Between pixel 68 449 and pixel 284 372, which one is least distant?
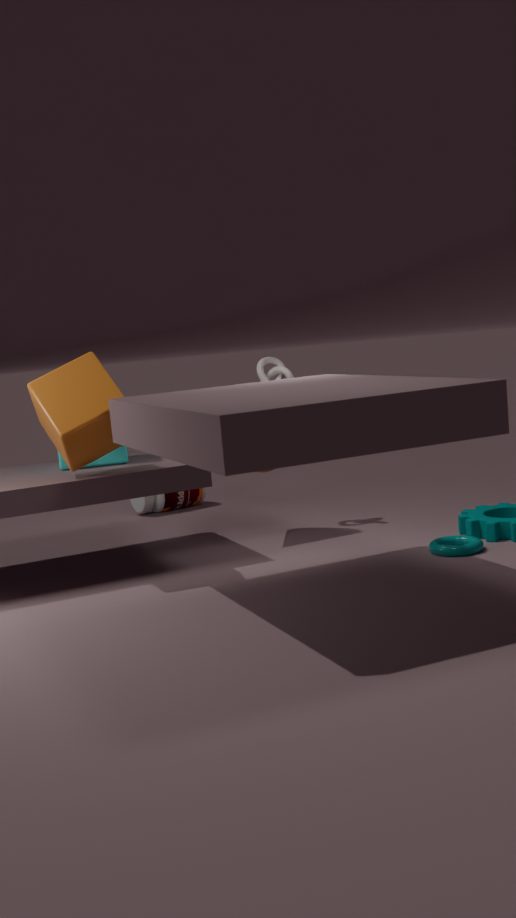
pixel 68 449
